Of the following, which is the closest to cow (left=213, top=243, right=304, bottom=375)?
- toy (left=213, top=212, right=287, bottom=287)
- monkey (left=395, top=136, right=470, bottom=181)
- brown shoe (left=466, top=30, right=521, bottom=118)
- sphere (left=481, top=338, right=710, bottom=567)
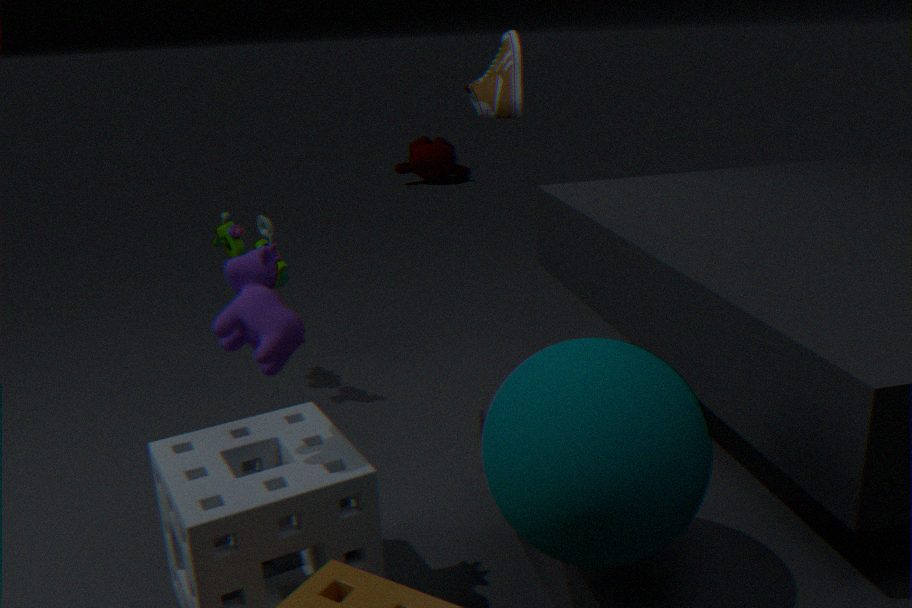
sphere (left=481, top=338, right=710, bottom=567)
